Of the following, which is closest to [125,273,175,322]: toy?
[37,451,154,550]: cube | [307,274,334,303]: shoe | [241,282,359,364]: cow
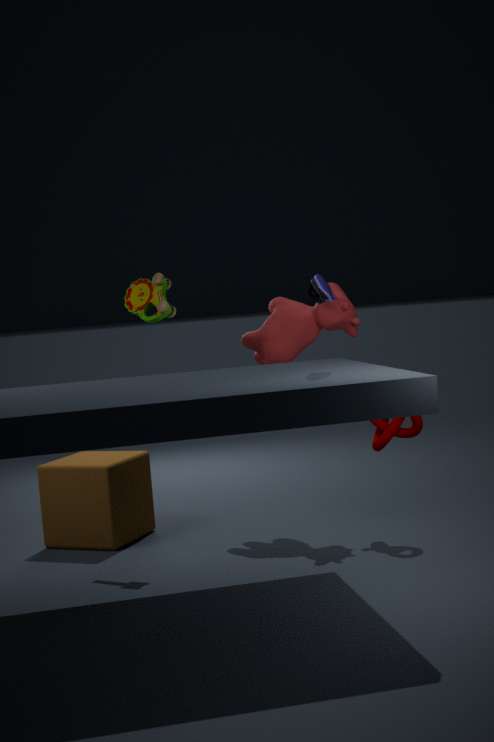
[241,282,359,364]: cow
